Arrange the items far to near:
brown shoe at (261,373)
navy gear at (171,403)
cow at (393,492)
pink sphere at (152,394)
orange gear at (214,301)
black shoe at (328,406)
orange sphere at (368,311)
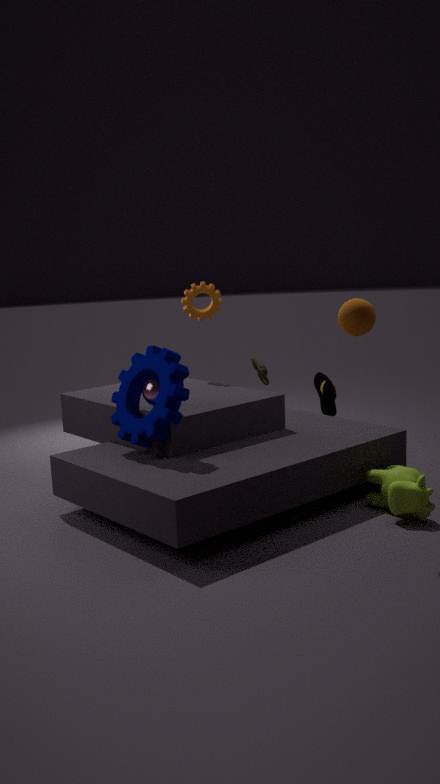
brown shoe at (261,373), orange gear at (214,301), black shoe at (328,406), pink sphere at (152,394), navy gear at (171,403), cow at (393,492), orange sphere at (368,311)
